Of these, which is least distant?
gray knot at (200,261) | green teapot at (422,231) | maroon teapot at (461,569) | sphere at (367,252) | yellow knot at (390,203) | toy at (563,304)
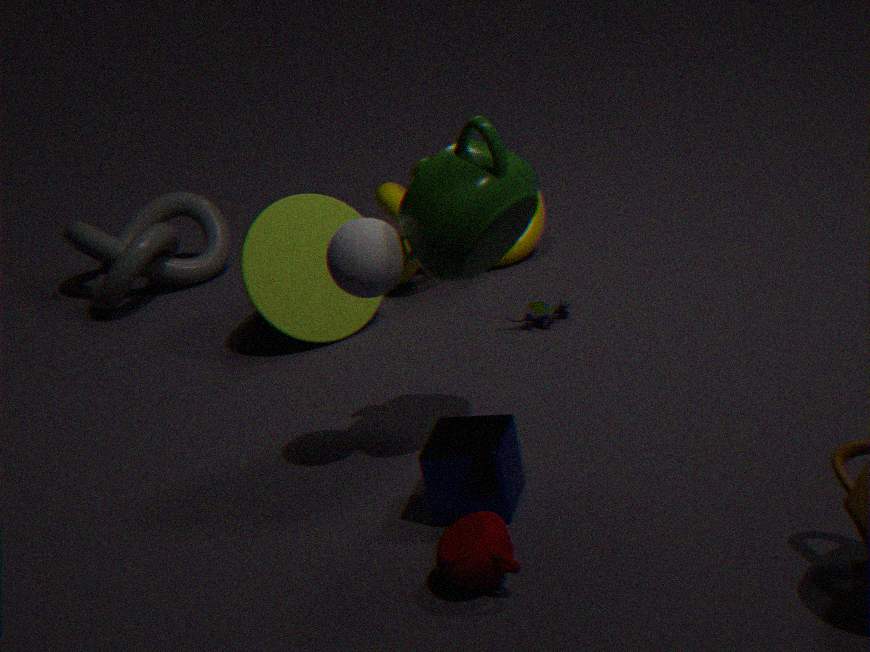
maroon teapot at (461,569)
